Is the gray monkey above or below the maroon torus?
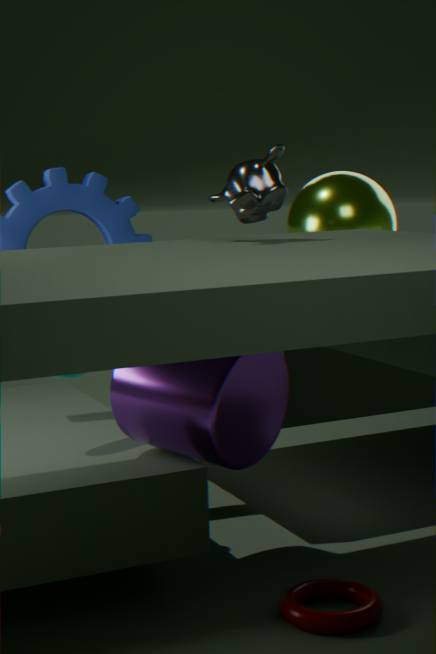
above
